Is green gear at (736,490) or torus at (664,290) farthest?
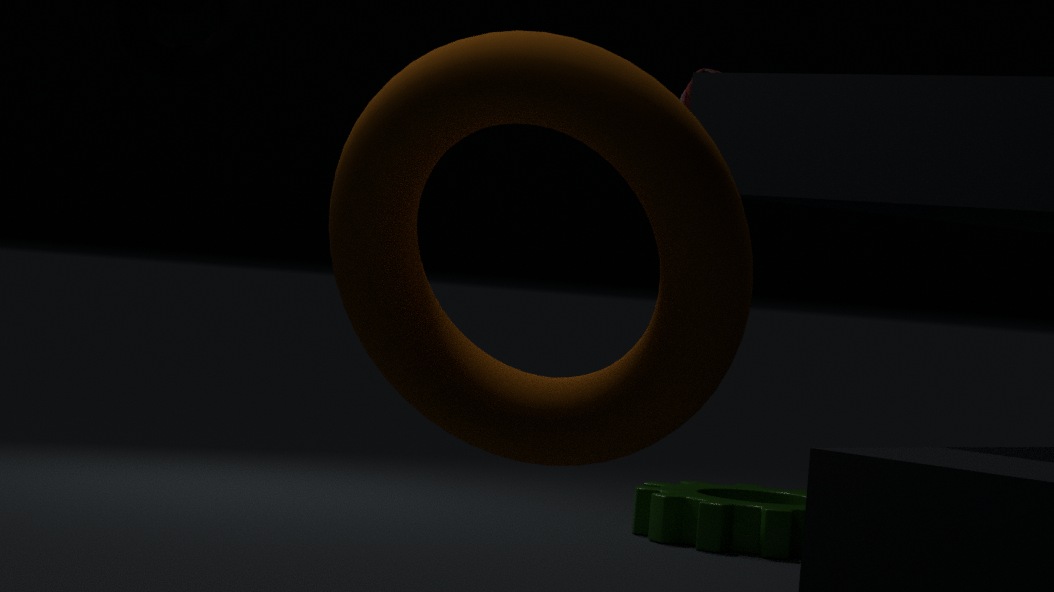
green gear at (736,490)
